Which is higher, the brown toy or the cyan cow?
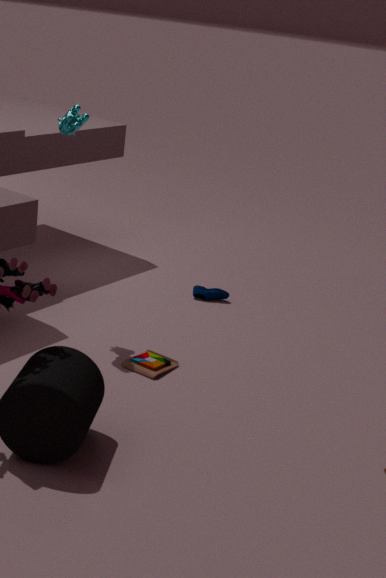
the cyan cow
